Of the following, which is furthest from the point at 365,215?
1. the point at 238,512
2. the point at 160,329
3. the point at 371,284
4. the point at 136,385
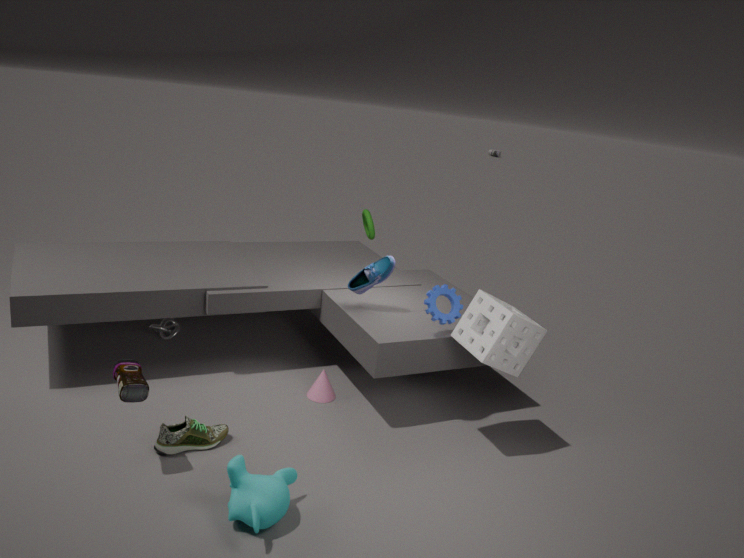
the point at 238,512
